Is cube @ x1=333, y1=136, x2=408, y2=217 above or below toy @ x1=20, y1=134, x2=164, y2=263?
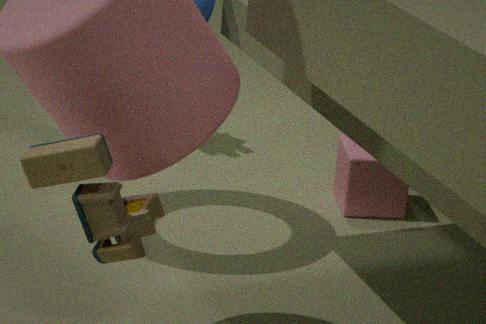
below
